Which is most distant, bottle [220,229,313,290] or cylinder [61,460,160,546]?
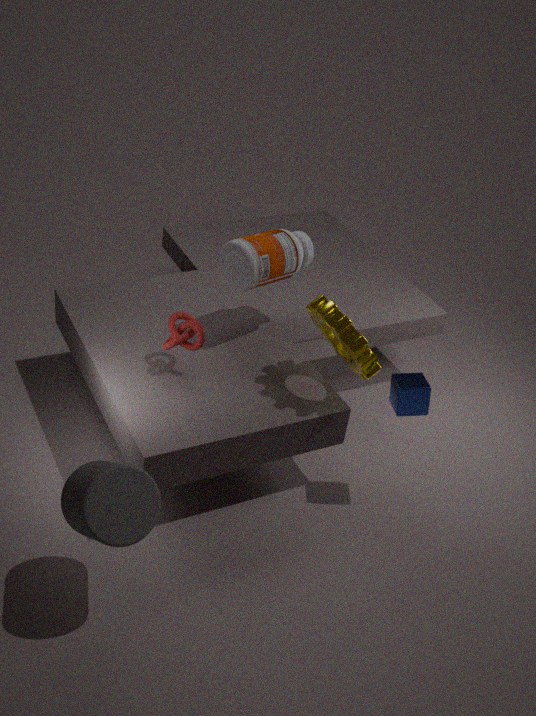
bottle [220,229,313,290]
